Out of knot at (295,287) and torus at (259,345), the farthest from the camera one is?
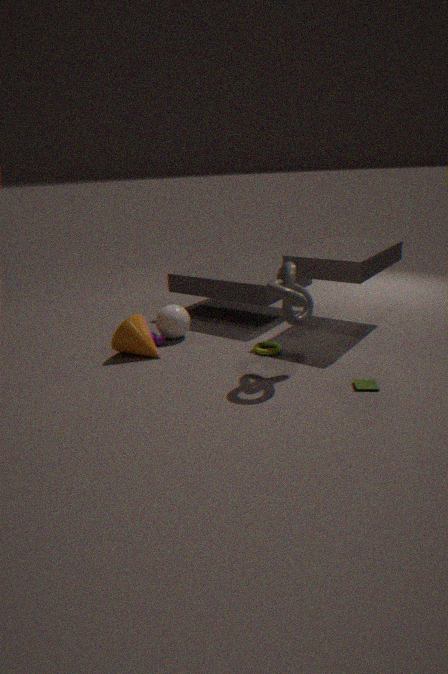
torus at (259,345)
